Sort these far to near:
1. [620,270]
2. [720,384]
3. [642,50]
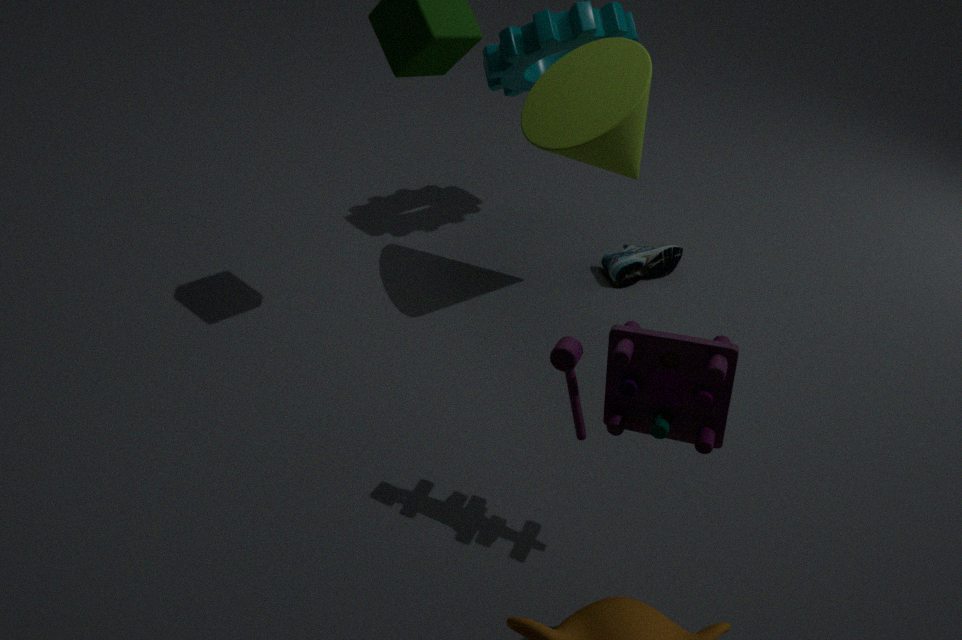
[620,270] → [642,50] → [720,384]
